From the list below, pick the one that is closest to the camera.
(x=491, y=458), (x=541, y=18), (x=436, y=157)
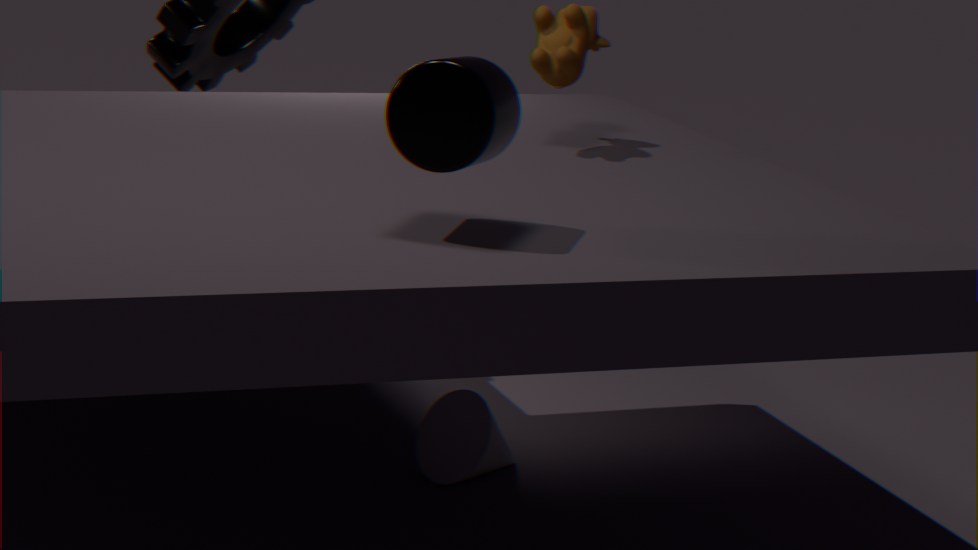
(x=436, y=157)
